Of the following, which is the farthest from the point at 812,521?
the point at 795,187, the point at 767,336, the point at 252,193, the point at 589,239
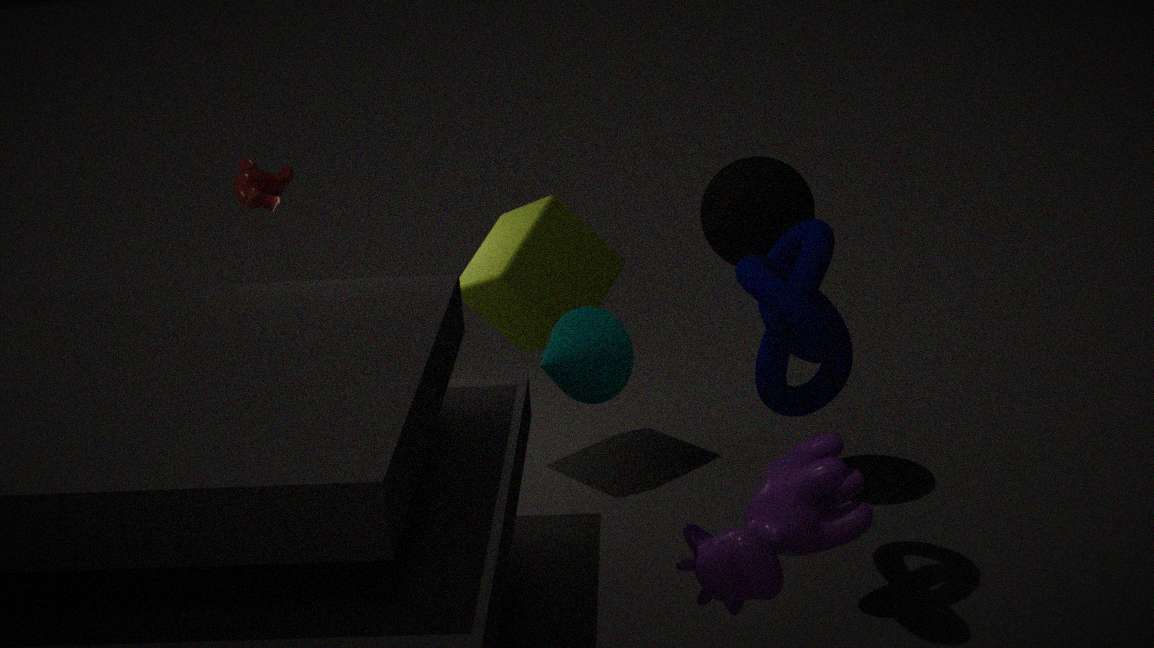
the point at 252,193
